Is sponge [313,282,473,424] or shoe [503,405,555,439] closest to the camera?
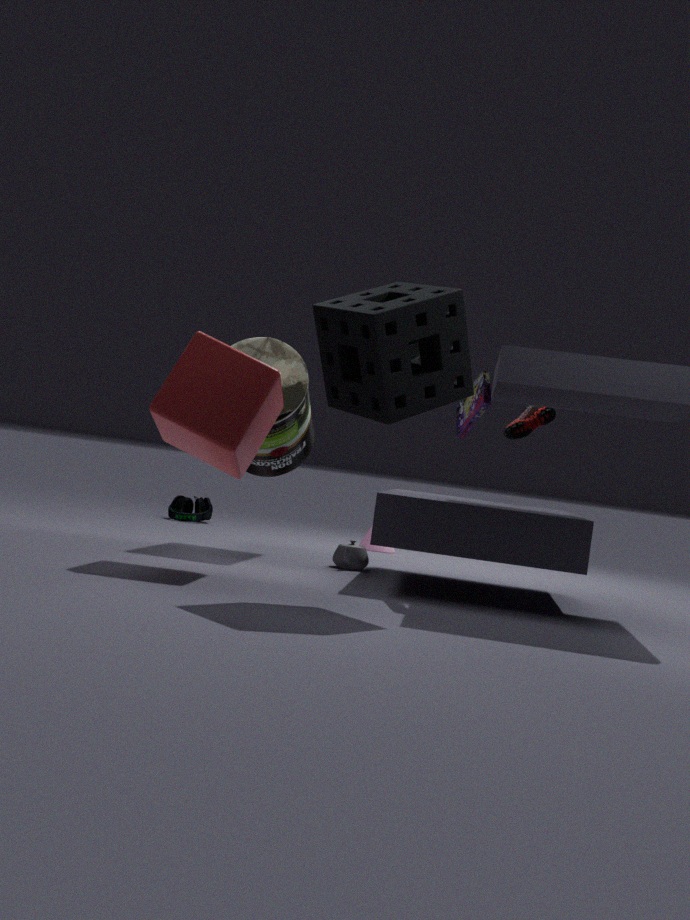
sponge [313,282,473,424]
